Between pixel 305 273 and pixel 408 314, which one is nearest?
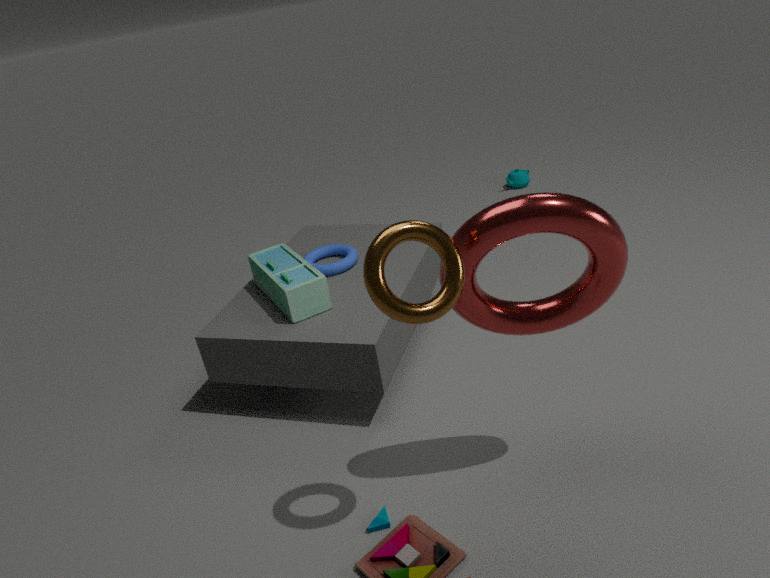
pixel 408 314
